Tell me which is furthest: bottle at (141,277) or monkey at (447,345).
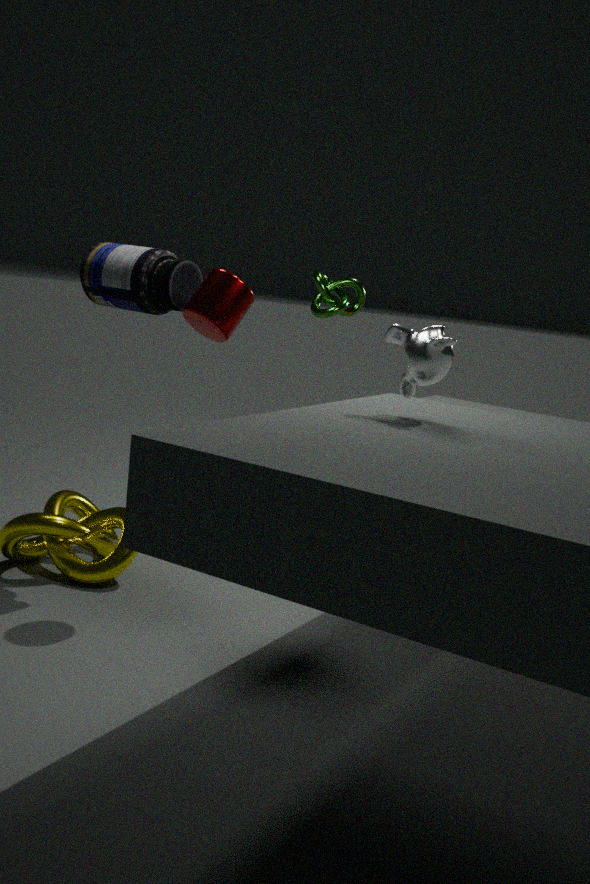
bottle at (141,277)
